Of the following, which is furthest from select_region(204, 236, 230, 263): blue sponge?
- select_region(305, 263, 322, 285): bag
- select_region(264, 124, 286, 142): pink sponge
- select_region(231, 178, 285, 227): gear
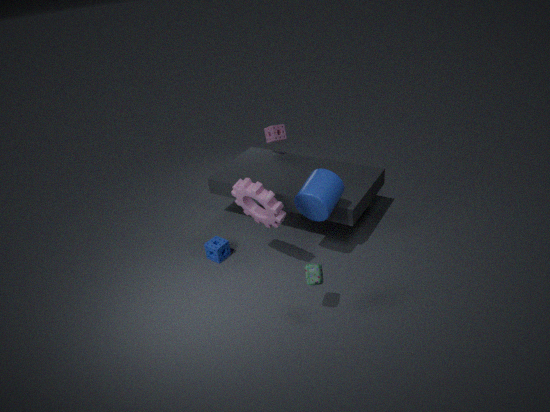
select_region(264, 124, 286, 142): pink sponge
